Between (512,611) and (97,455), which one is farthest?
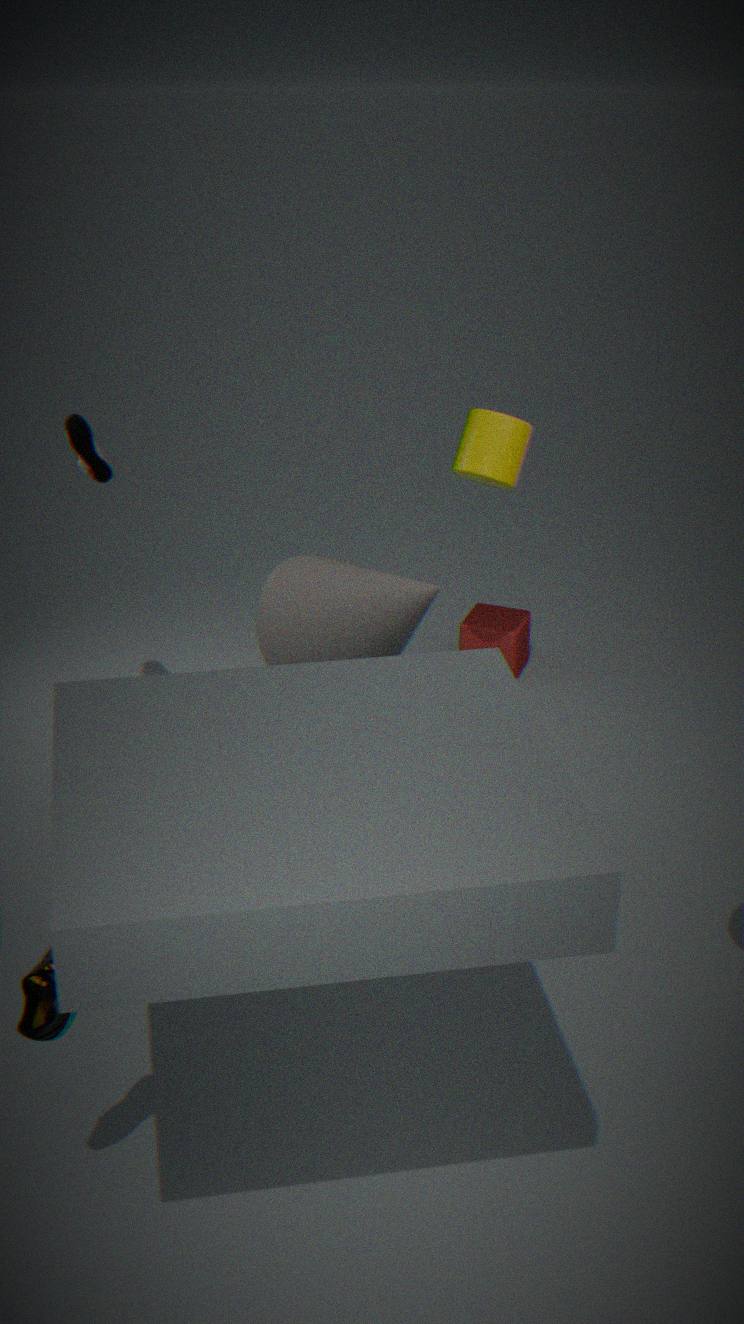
(512,611)
